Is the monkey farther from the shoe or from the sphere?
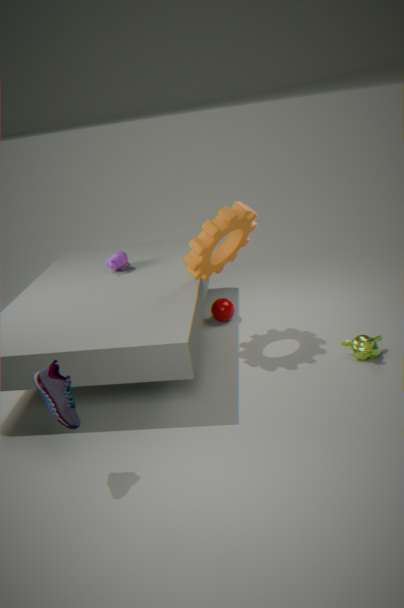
the shoe
